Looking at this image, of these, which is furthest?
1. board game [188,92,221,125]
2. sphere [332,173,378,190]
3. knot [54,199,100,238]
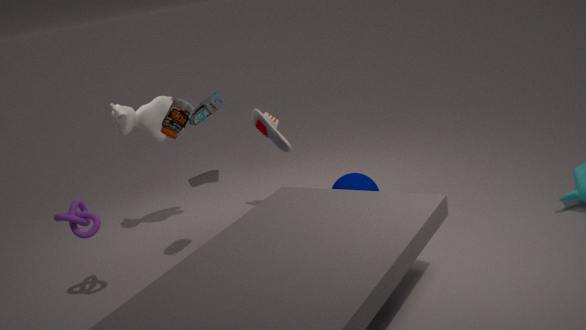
board game [188,92,221,125]
